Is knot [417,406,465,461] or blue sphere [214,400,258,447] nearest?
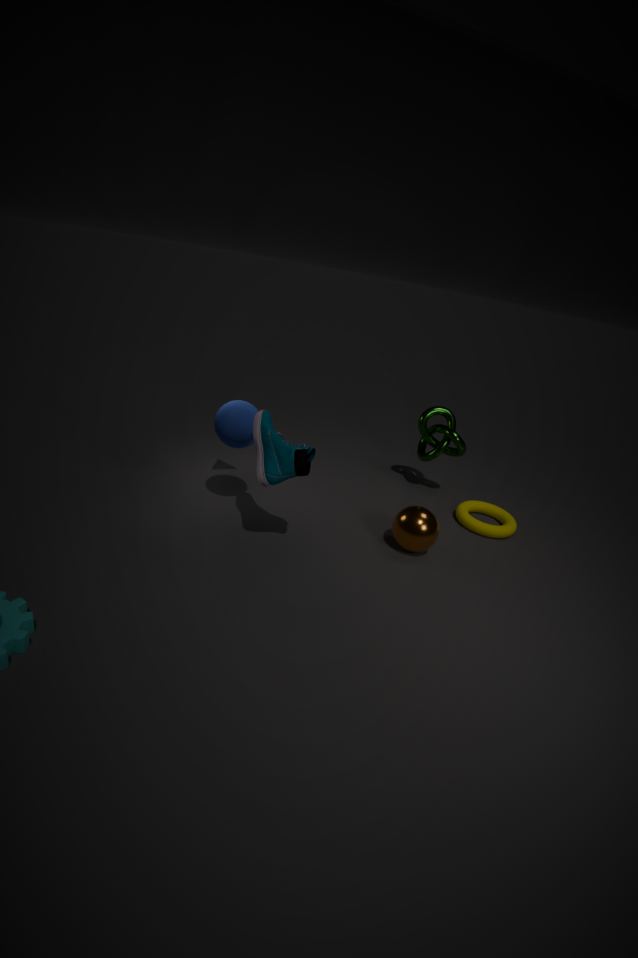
A: blue sphere [214,400,258,447]
